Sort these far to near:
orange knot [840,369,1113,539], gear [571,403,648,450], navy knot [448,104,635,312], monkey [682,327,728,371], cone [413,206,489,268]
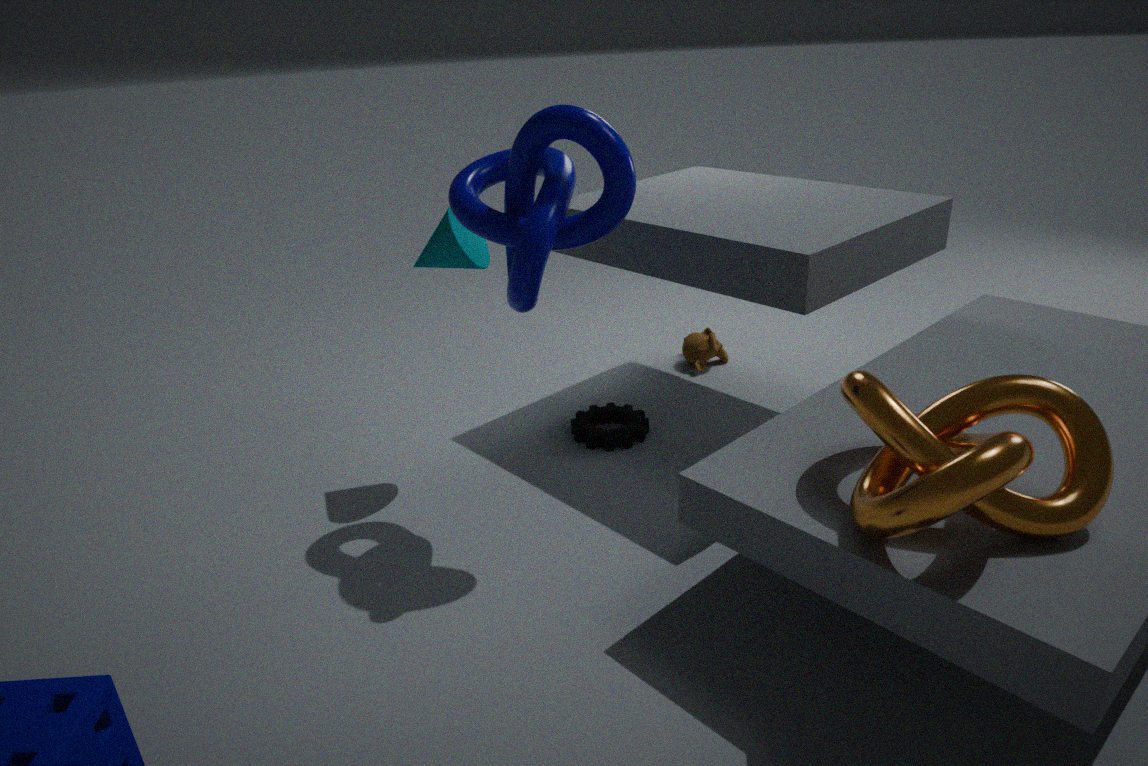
monkey [682,327,728,371]
gear [571,403,648,450]
cone [413,206,489,268]
navy knot [448,104,635,312]
orange knot [840,369,1113,539]
